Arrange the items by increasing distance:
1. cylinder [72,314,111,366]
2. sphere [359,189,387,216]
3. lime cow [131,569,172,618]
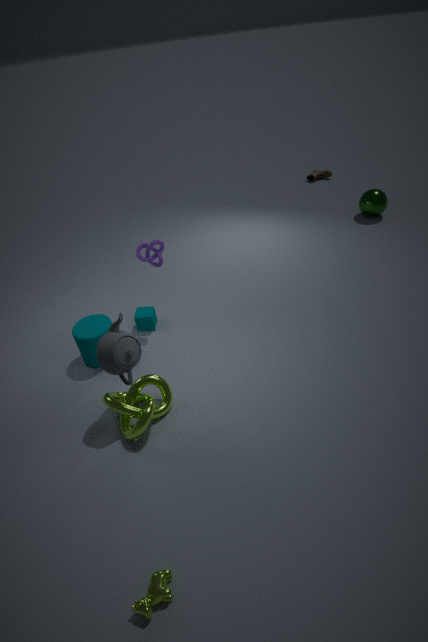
1. lime cow [131,569,172,618]
2. cylinder [72,314,111,366]
3. sphere [359,189,387,216]
